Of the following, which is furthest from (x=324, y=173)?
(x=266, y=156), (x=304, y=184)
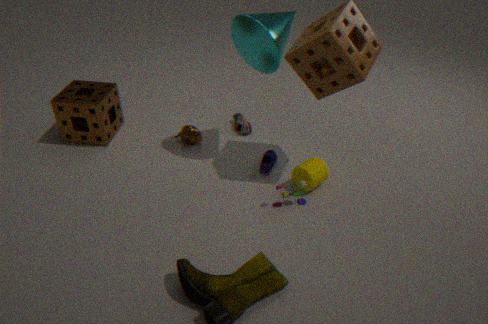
(x=266, y=156)
